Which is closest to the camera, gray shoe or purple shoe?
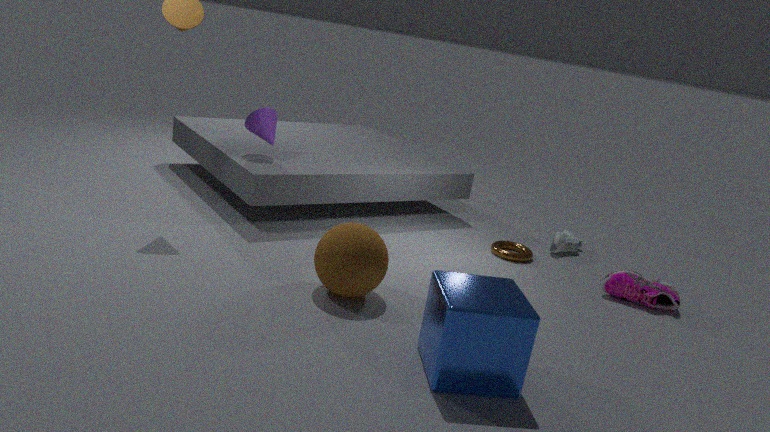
purple shoe
